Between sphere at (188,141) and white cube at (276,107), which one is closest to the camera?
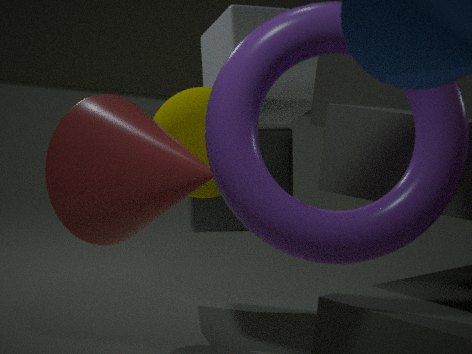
sphere at (188,141)
